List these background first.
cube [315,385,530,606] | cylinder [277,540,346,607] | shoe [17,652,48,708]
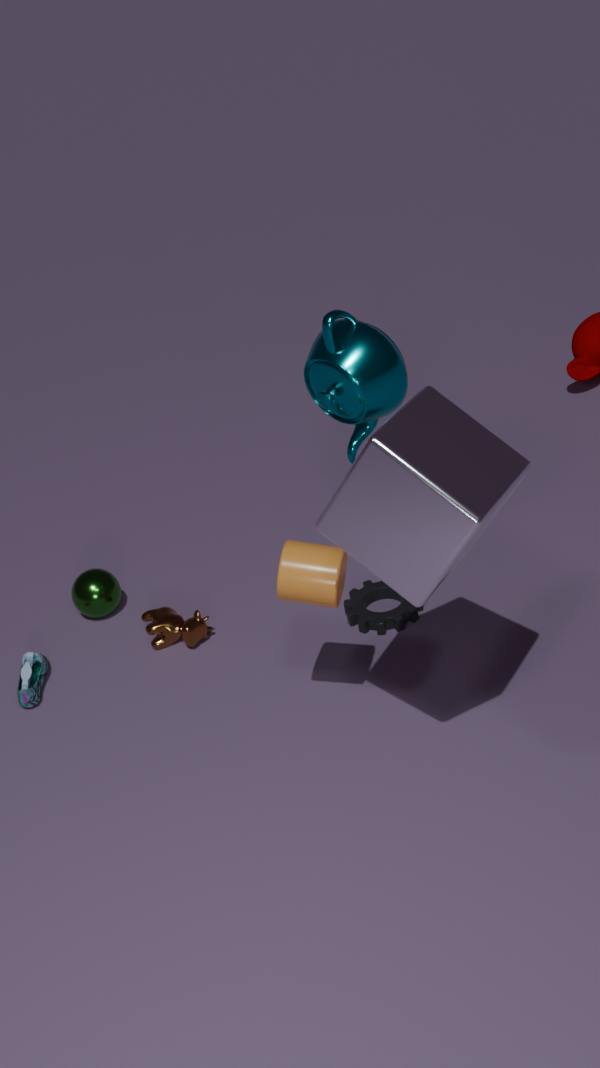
1. shoe [17,652,48,708]
2. cylinder [277,540,346,607]
3. cube [315,385,530,606]
